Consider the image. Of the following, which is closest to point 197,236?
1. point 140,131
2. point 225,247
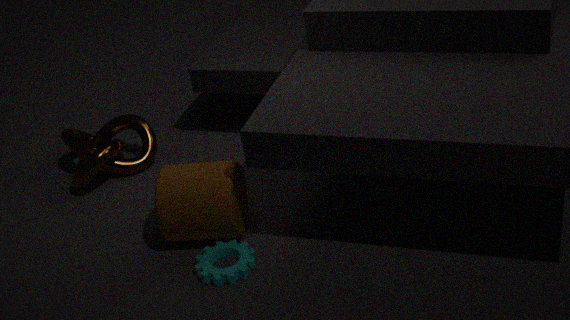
point 225,247
